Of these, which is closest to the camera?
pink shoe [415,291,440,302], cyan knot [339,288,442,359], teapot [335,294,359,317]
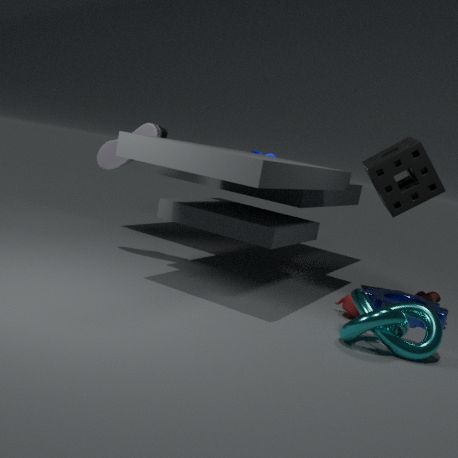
cyan knot [339,288,442,359]
